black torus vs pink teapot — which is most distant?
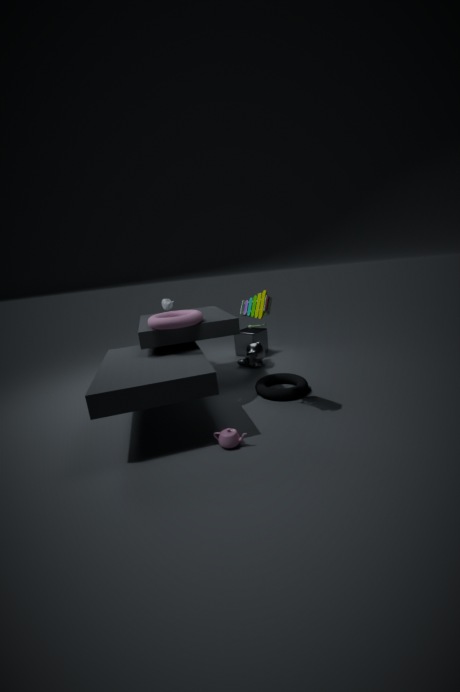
black torus
